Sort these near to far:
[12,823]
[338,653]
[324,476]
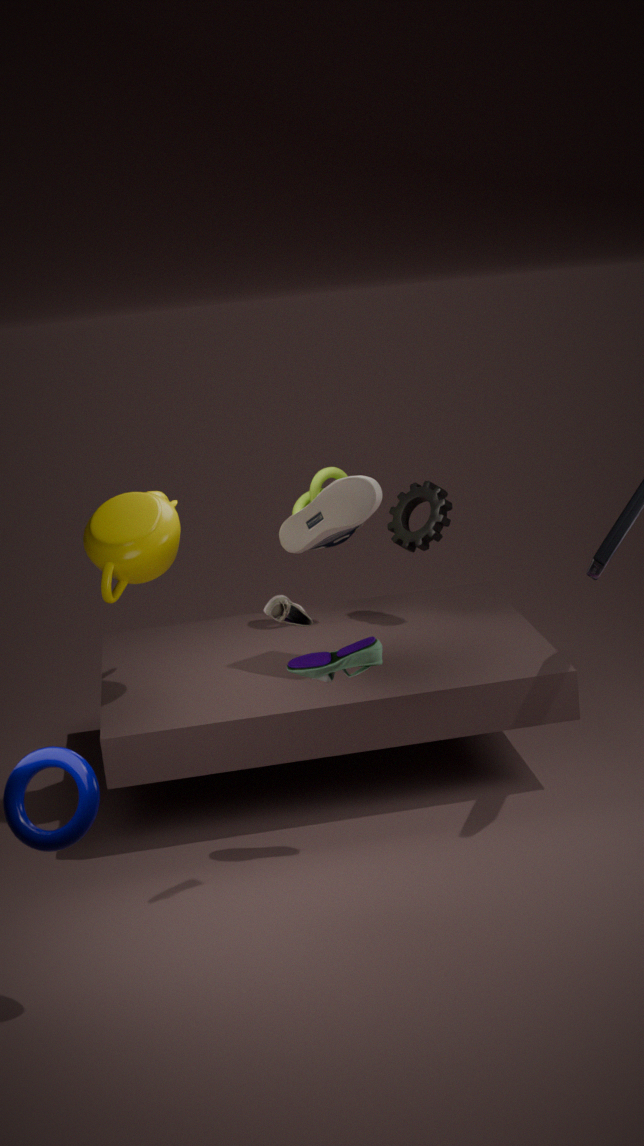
[12,823] < [338,653] < [324,476]
